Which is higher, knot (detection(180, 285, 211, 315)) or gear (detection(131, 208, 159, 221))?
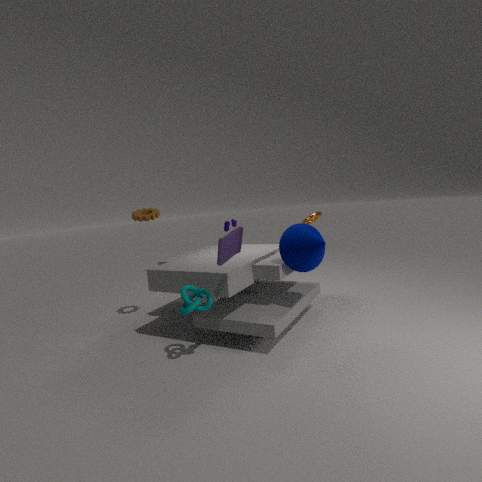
gear (detection(131, 208, 159, 221))
